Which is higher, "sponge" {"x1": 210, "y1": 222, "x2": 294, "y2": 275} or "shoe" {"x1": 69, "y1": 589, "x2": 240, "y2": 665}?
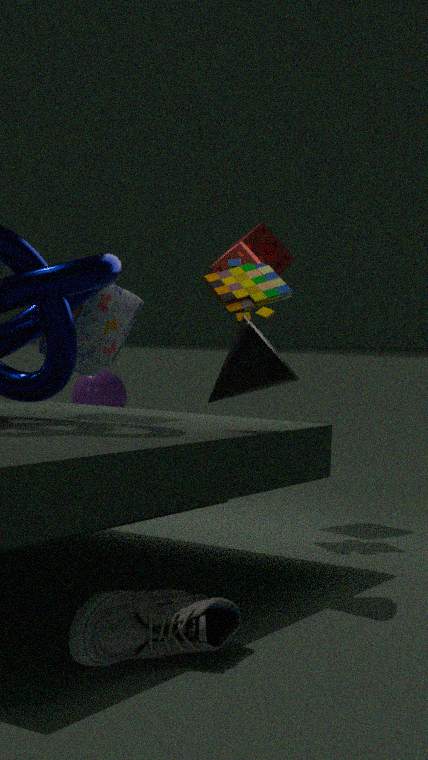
"sponge" {"x1": 210, "y1": 222, "x2": 294, "y2": 275}
